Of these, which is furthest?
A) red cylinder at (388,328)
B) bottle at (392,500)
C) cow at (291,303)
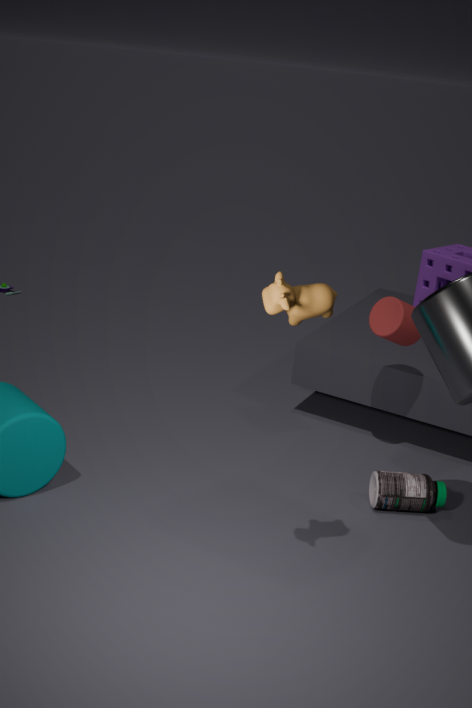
red cylinder at (388,328)
